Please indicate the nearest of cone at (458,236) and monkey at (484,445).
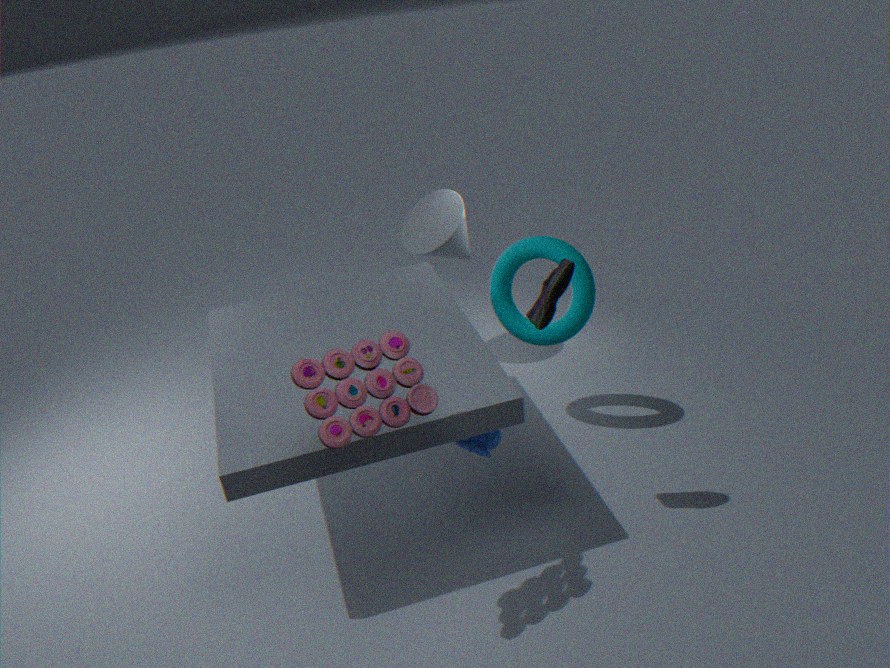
monkey at (484,445)
